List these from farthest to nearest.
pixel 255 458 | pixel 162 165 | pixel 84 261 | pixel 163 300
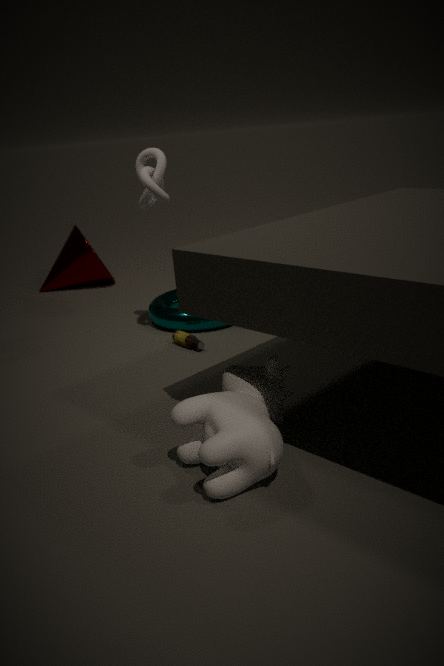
pixel 84 261 → pixel 163 300 → pixel 162 165 → pixel 255 458
